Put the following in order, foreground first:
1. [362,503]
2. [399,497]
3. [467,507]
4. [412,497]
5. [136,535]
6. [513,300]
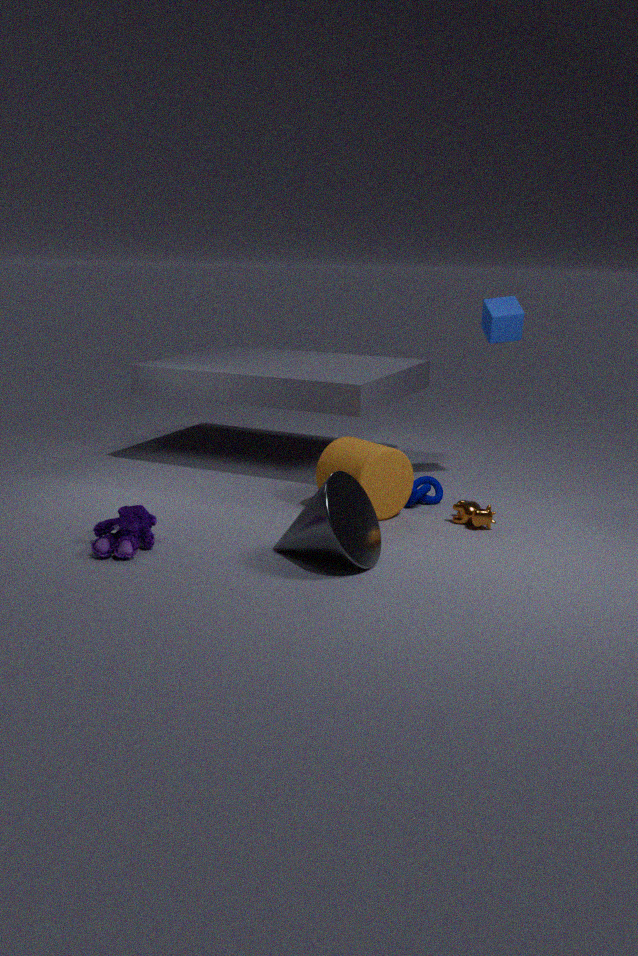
[362,503], [136,535], [467,507], [399,497], [412,497], [513,300]
